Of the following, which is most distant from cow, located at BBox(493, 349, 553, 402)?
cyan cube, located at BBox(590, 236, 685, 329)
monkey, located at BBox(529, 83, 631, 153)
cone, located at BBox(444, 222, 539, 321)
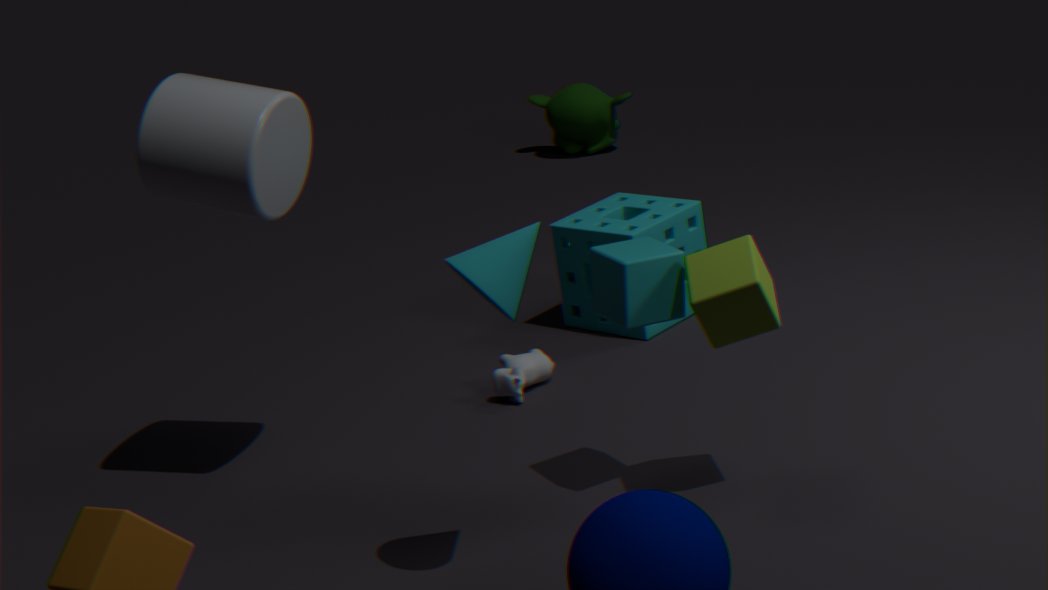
monkey, located at BBox(529, 83, 631, 153)
